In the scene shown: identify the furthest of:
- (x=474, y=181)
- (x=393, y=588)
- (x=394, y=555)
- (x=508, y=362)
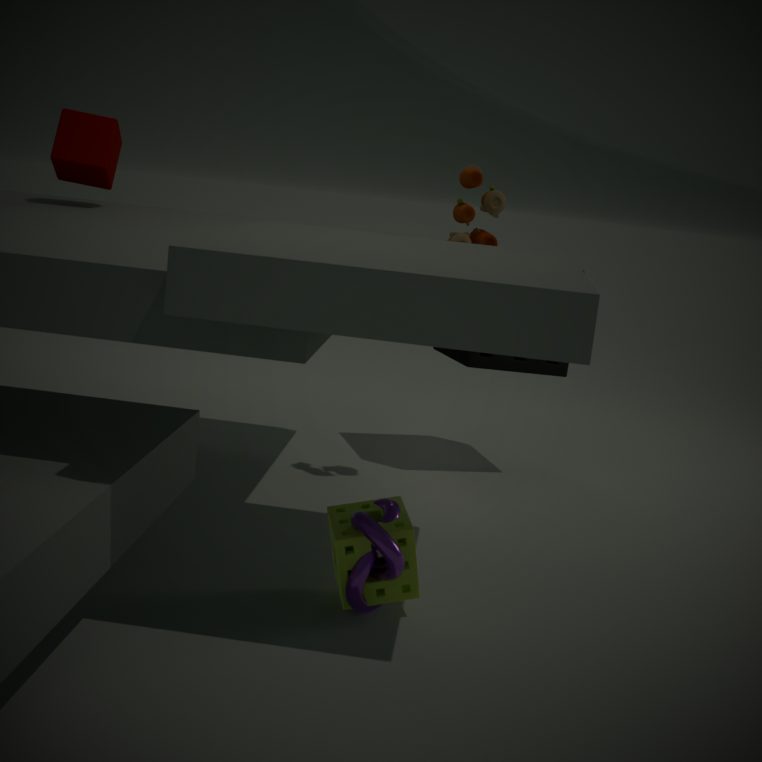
(x=508, y=362)
